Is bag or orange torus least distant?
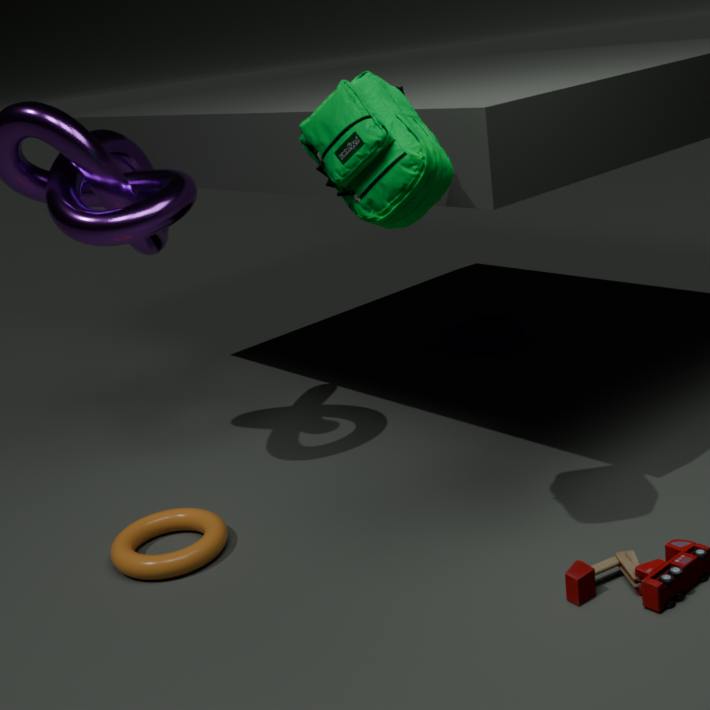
bag
